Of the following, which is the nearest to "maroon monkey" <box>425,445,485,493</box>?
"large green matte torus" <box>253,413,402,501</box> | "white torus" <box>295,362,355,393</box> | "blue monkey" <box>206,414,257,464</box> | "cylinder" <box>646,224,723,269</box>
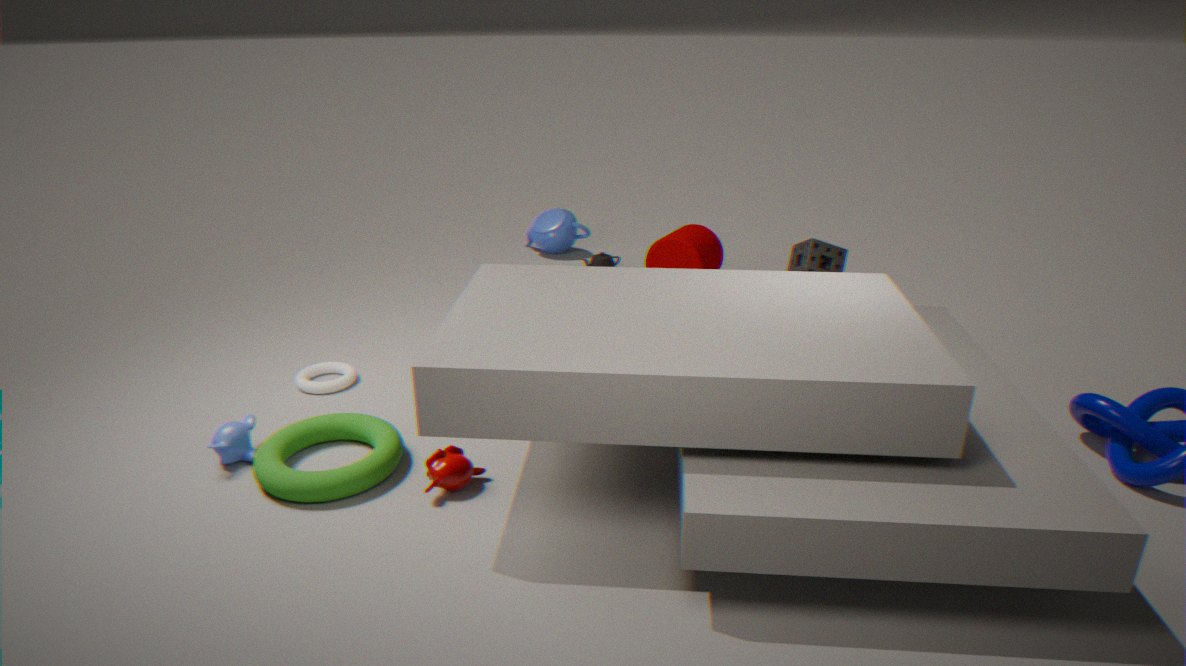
"large green matte torus" <box>253,413,402,501</box>
